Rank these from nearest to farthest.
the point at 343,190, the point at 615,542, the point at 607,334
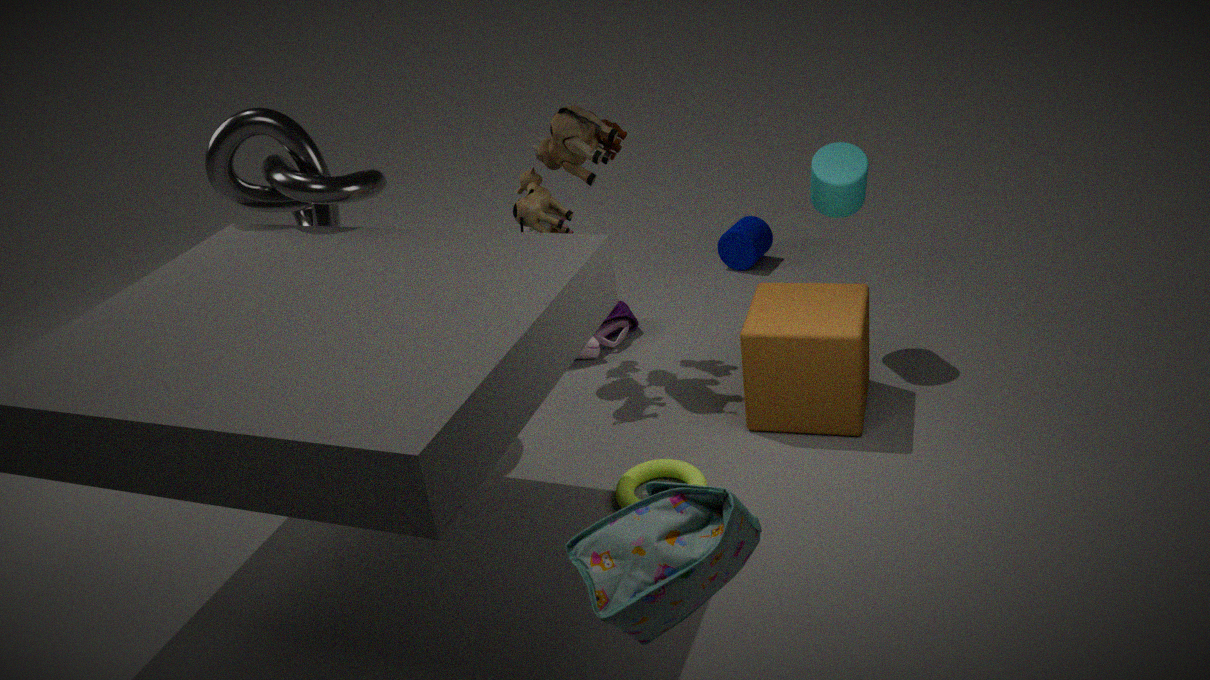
1. the point at 615,542
2. the point at 343,190
3. the point at 607,334
